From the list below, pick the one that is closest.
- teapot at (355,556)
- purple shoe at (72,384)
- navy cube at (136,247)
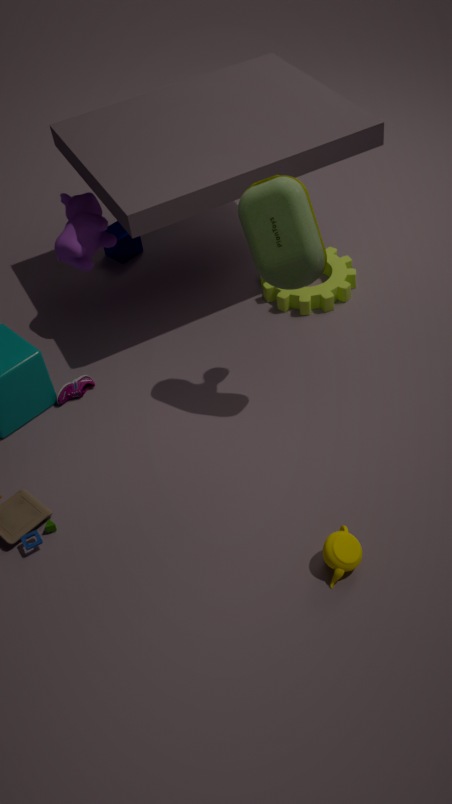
teapot at (355,556)
